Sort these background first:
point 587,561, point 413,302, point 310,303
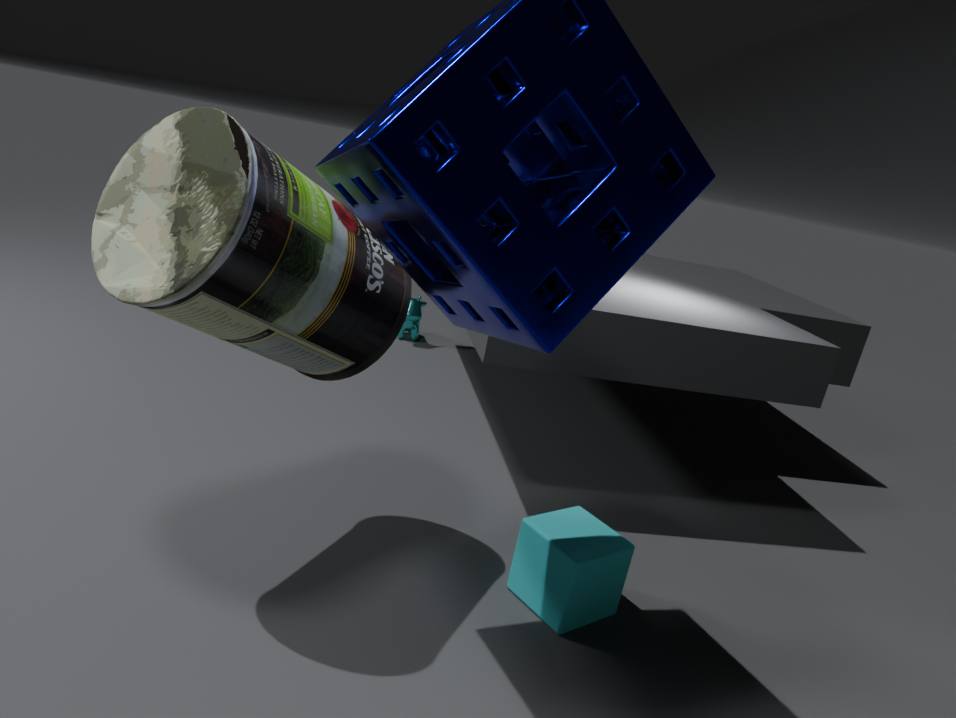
point 413,302 → point 587,561 → point 310,303
